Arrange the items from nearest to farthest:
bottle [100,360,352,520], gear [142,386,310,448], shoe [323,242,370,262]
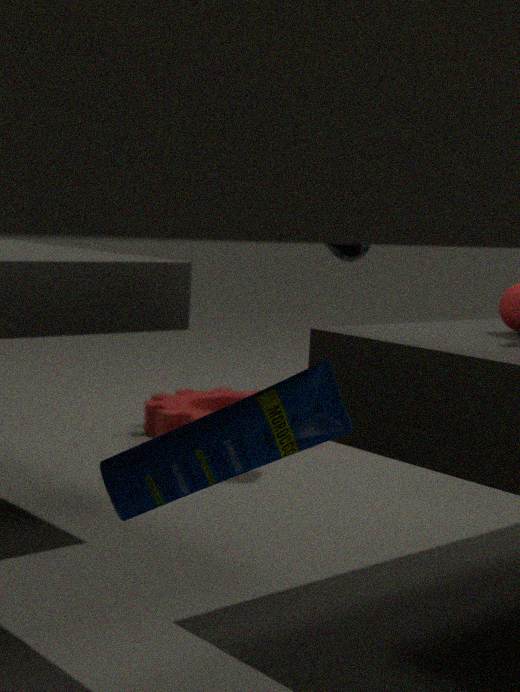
1. bottle [100,360,352,520]
2. shoe [323,242,370,262]
3. gear [142,386,310,448]
